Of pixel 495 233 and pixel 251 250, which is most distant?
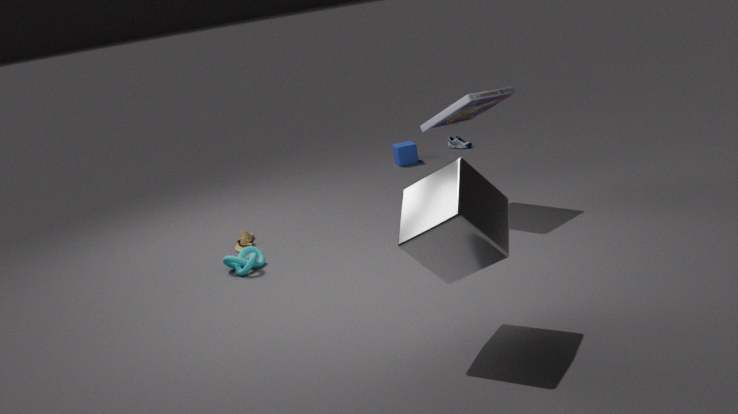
pixel 251 250
